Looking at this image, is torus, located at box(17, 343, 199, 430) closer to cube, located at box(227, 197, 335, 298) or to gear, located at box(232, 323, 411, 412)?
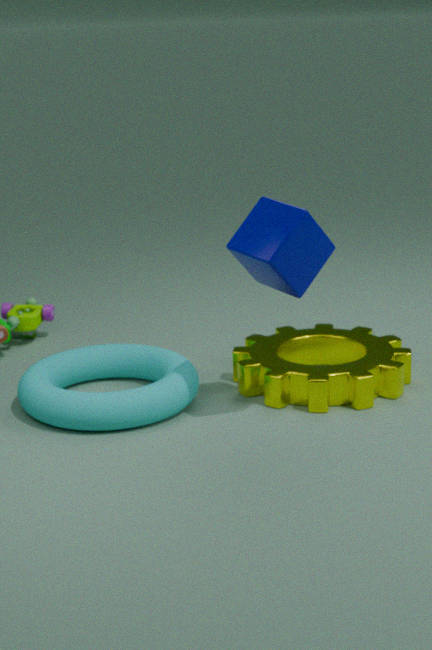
gear, located at box(232, 323, 411, 412)
